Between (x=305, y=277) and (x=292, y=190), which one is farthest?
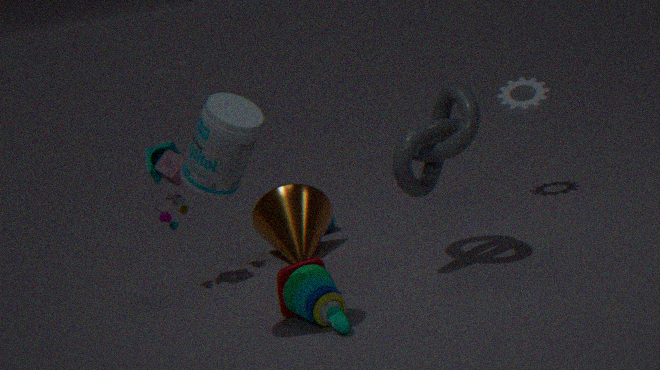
(x=292, y=190)
